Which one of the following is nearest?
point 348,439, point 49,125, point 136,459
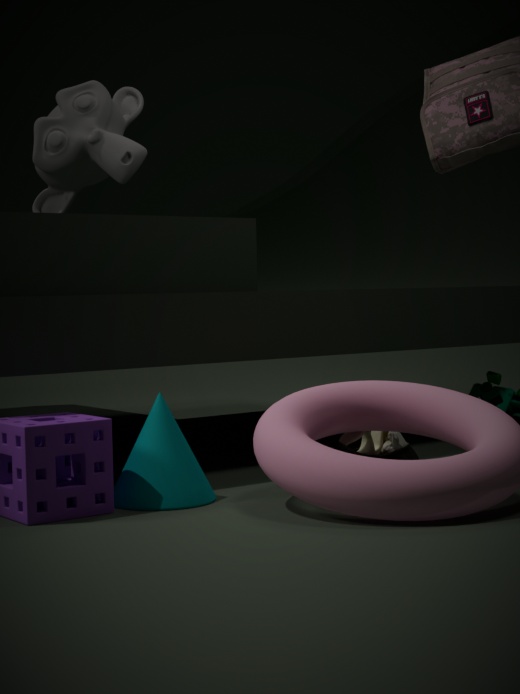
point 136,459
